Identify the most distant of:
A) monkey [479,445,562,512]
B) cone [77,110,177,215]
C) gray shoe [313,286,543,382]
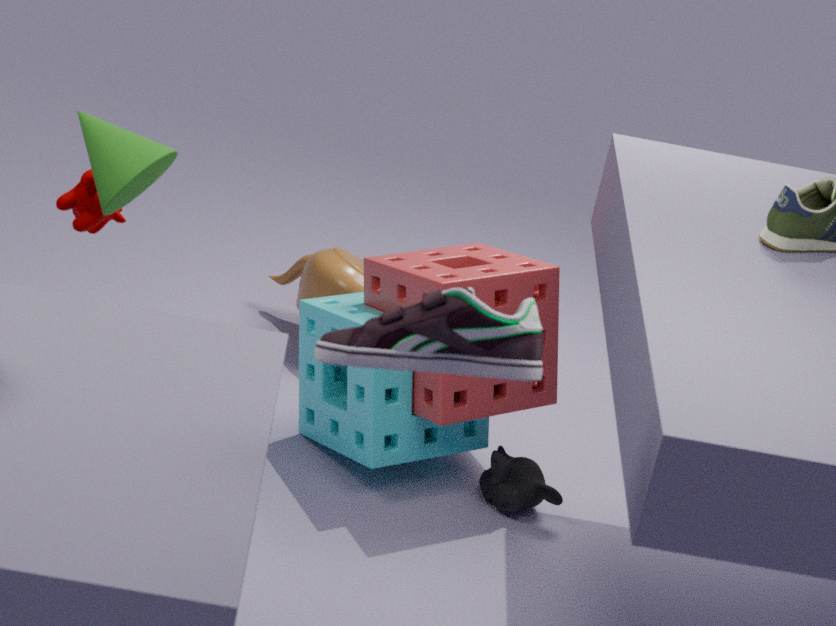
monkey [479,445,562,512]
